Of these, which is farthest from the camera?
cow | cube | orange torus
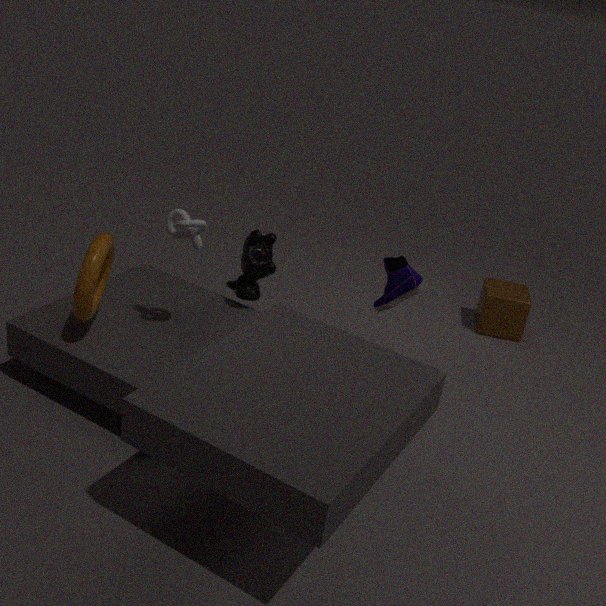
cube
